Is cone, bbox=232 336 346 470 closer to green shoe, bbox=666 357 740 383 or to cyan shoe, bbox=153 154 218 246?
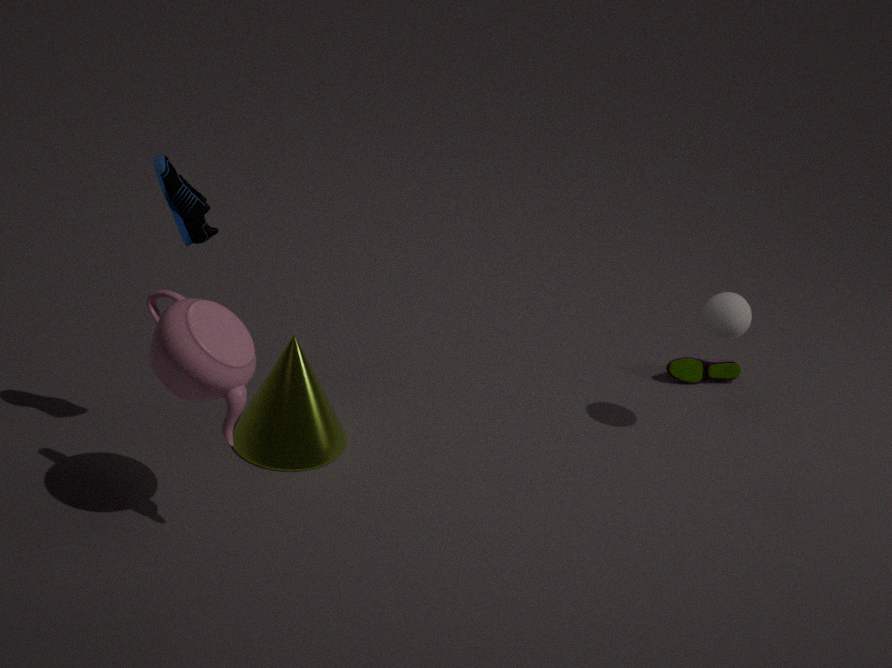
cyan shoe, bbox=153 154 218 246
